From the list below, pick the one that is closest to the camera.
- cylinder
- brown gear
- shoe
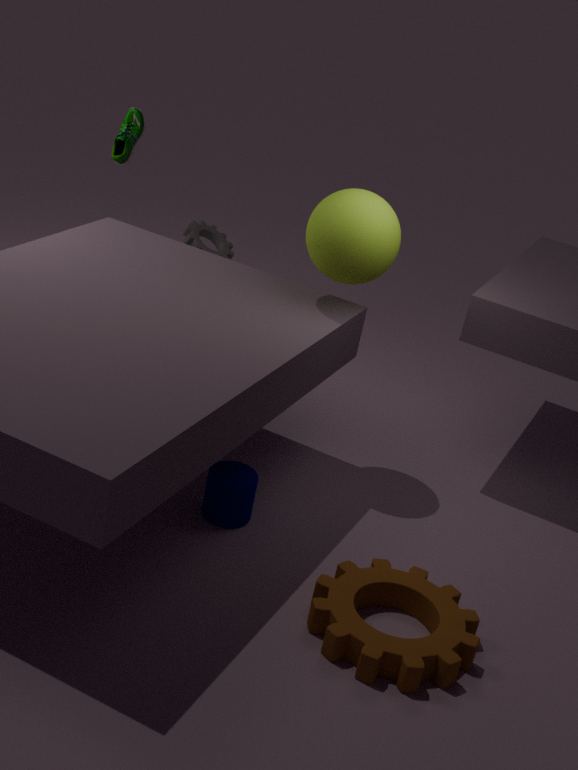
brown gear
